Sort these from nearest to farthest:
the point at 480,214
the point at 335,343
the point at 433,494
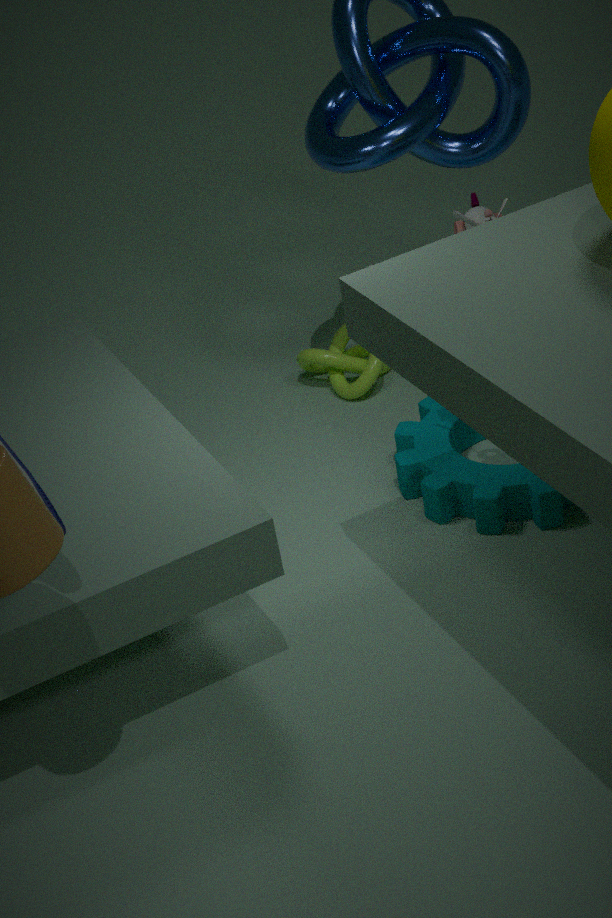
the point at 480,214 → the point at 433,494 → the point at 335,343
